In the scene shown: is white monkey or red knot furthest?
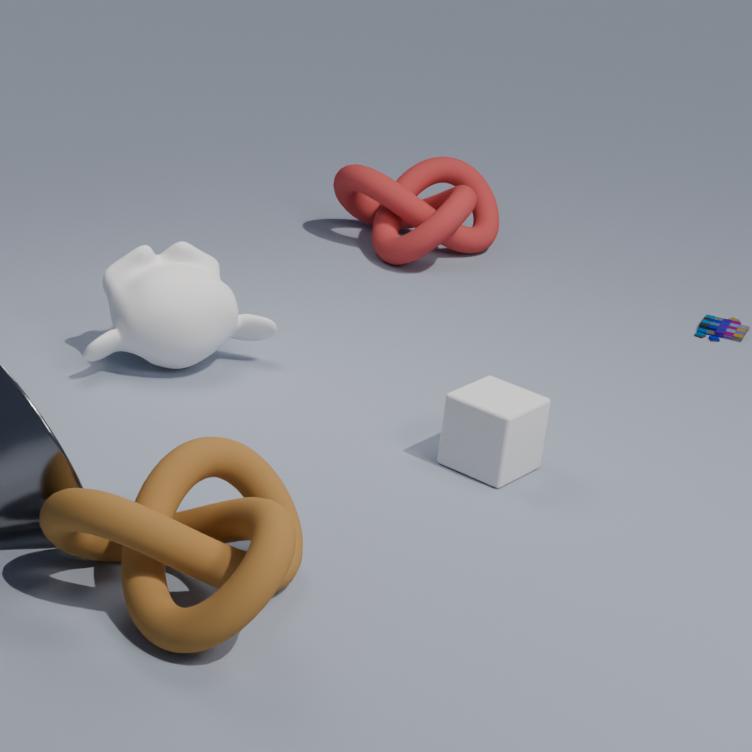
red knot
